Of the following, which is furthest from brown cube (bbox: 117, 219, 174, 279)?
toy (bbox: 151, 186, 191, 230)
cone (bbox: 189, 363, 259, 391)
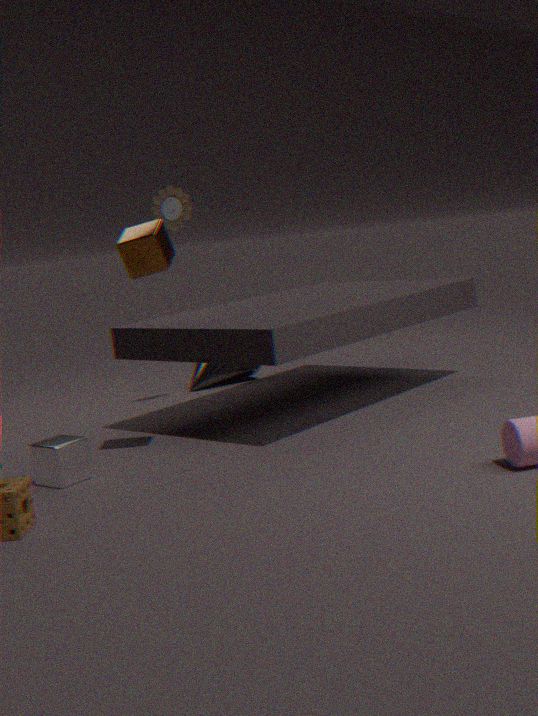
cone (bbox: 189, 363, 259, 391)
